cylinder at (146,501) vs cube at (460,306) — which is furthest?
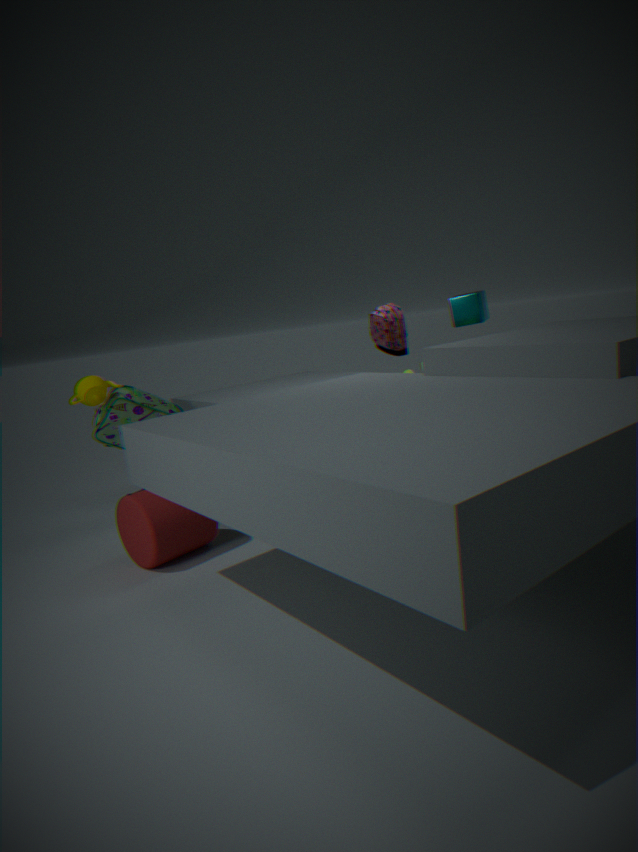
cube at (460,306)
